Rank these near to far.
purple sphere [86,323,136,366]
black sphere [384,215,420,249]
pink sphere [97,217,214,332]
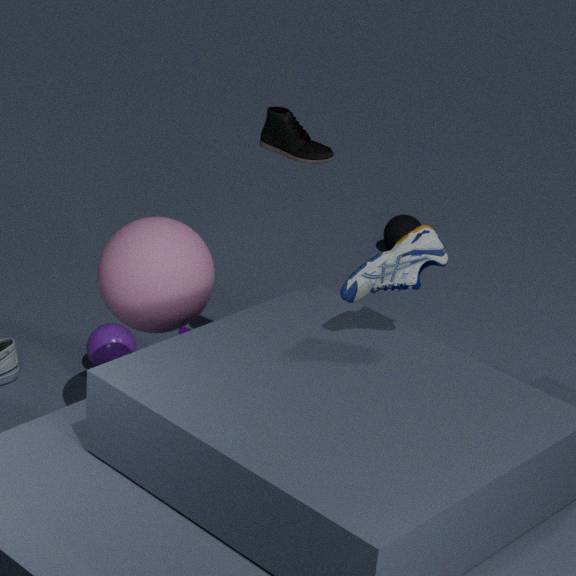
pink sphere [97,217,214,332]
purple sphere [86,323,136,366]
black sphere [384,215,420,249]
